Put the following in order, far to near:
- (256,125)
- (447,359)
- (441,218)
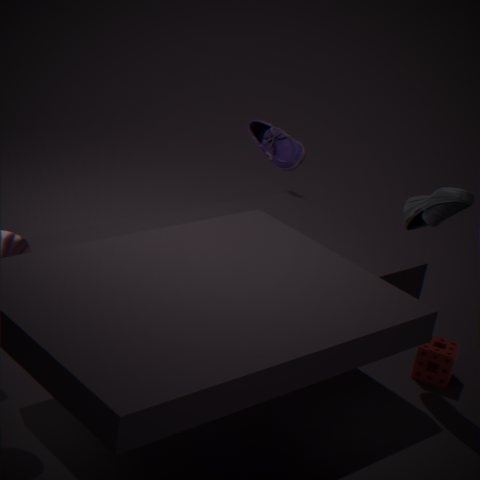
(256,125) → (447,359) → (441,218)
